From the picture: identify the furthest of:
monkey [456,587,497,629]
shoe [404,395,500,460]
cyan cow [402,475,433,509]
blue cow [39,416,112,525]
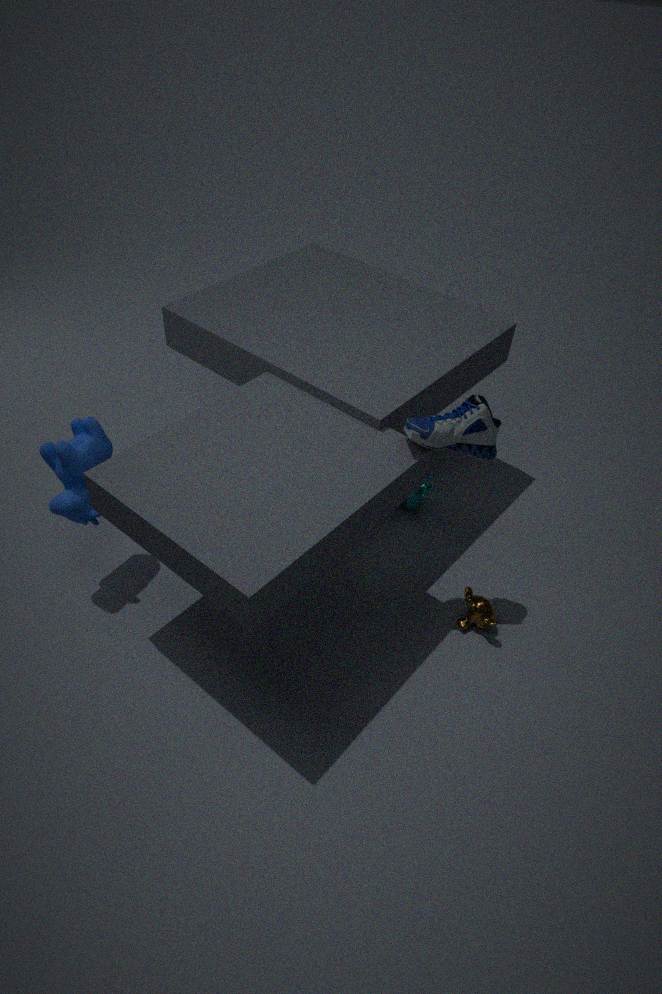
cyan cow [402,475,433,509]
